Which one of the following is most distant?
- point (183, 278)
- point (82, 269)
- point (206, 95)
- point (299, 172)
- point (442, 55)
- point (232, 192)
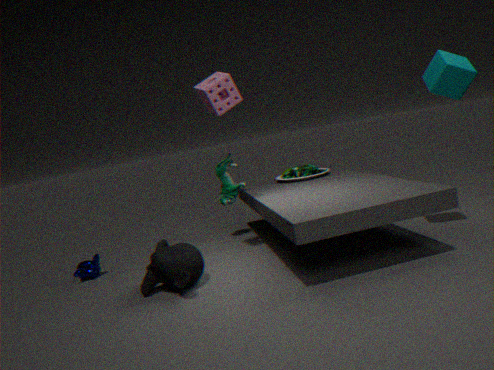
point (299, 172)
